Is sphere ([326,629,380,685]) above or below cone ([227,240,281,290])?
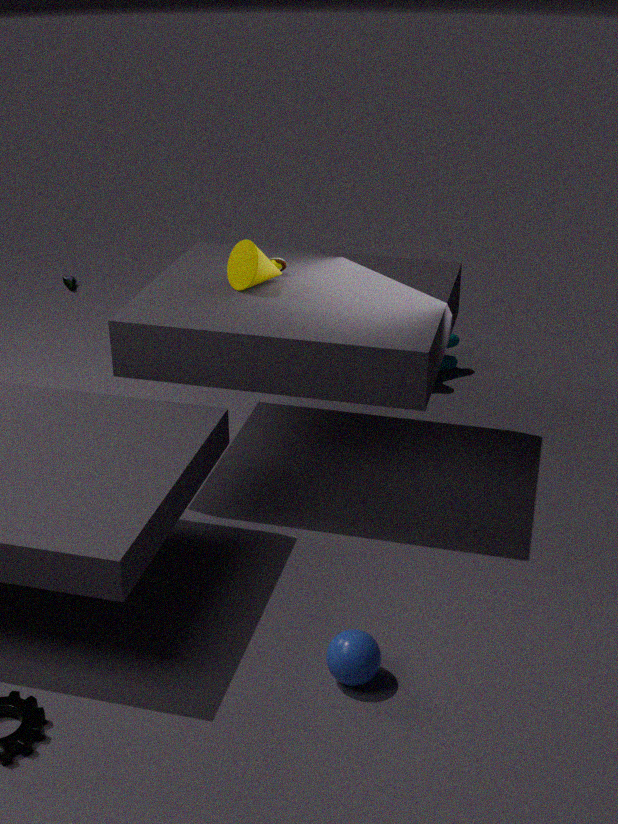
below
